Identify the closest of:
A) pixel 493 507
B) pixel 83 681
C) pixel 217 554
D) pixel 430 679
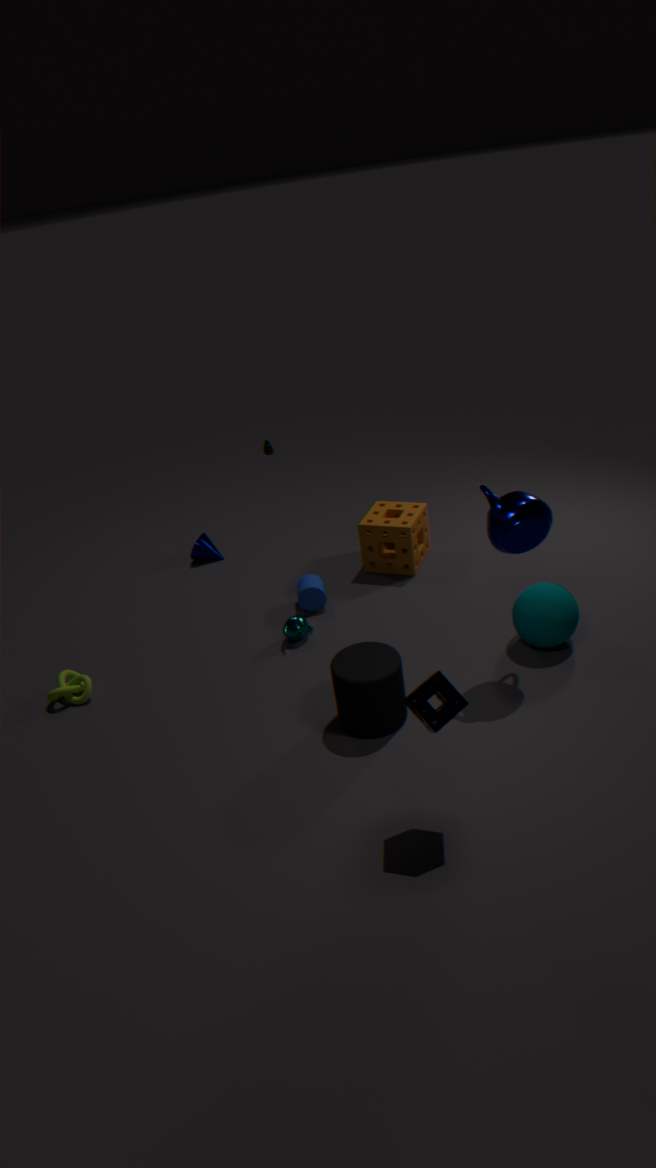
pixel 430 679
